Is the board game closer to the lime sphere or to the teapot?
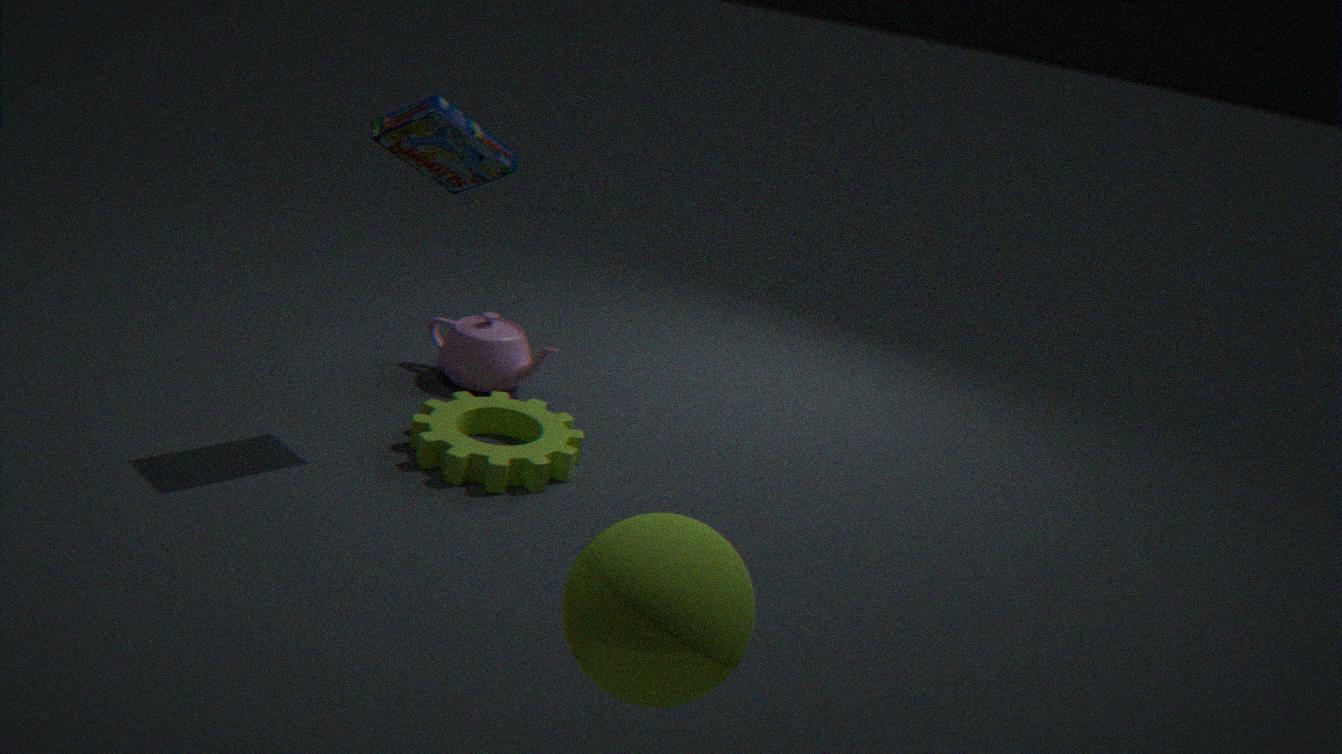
the teapot
